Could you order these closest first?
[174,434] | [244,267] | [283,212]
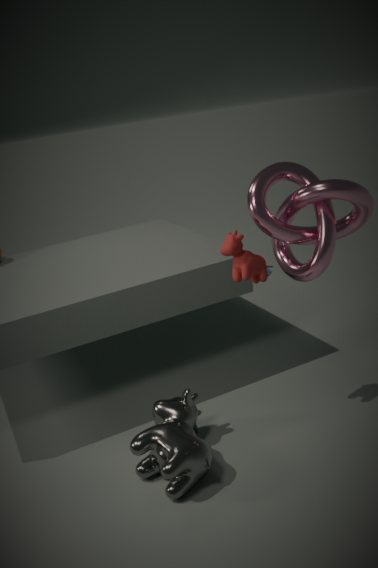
[174,434], [244,267], [283,212]
